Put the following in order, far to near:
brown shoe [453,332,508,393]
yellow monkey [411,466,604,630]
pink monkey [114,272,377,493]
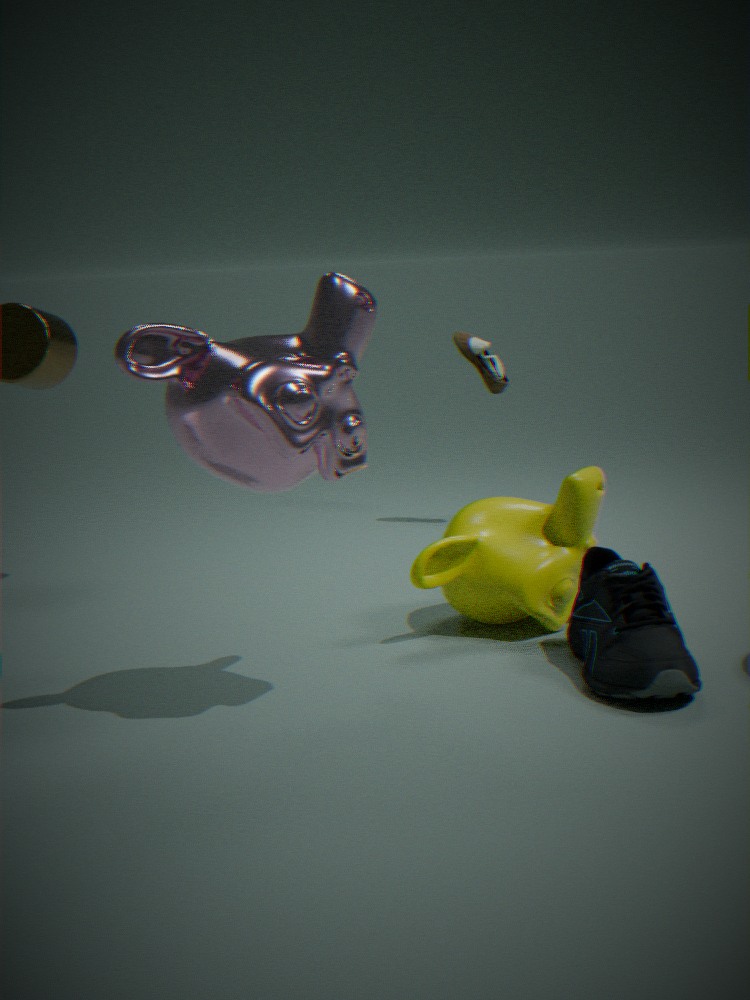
brown shoe [453,332,508,393], yellow monkey [411,466,604,630], pink monkey [114,272,377,493]
